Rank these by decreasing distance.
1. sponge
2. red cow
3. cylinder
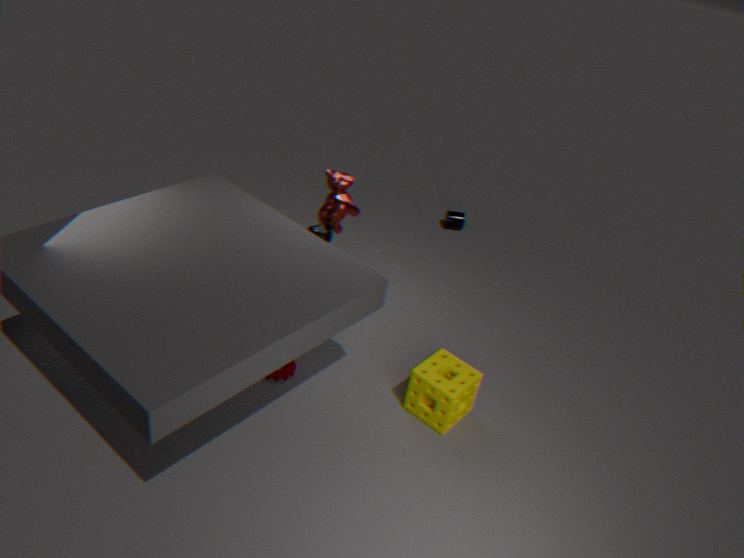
1. cylinder
2. red cow
3. sponge
